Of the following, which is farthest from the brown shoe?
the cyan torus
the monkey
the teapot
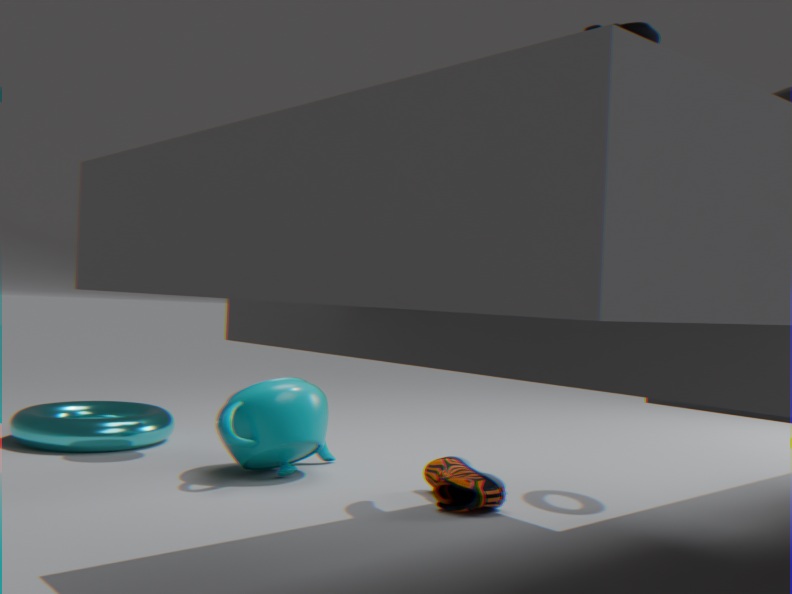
the monkey
